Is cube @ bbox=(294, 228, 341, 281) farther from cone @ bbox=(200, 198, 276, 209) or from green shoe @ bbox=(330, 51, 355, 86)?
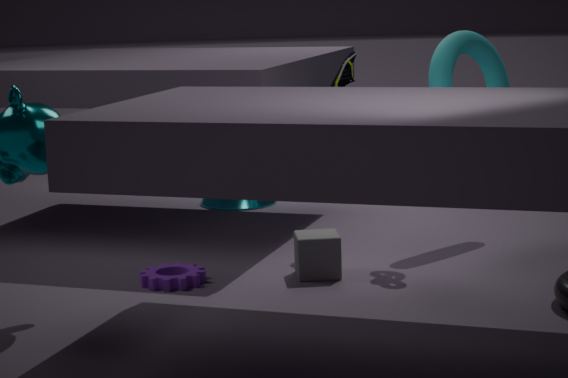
cone @ bbox=(200, 198, 276, 209)
